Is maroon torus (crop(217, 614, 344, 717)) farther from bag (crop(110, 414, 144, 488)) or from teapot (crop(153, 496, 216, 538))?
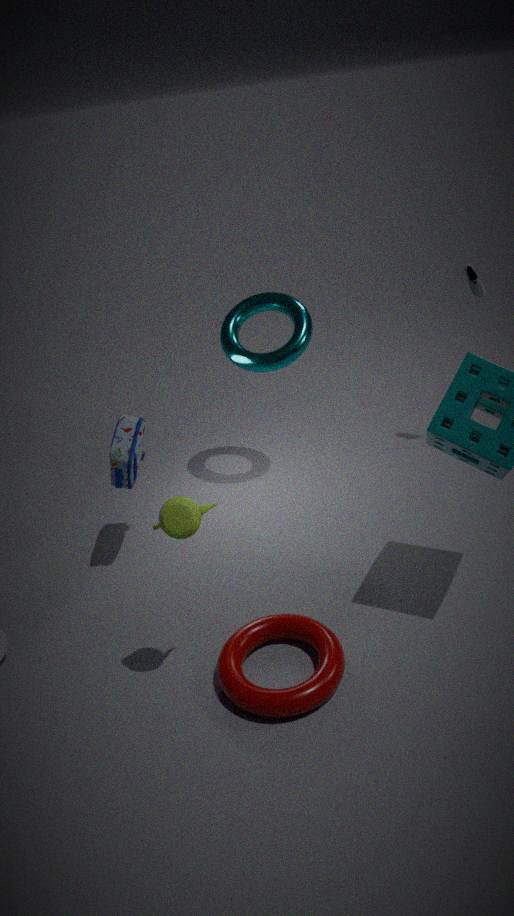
bag (crop(110, 414, 144, 488))
